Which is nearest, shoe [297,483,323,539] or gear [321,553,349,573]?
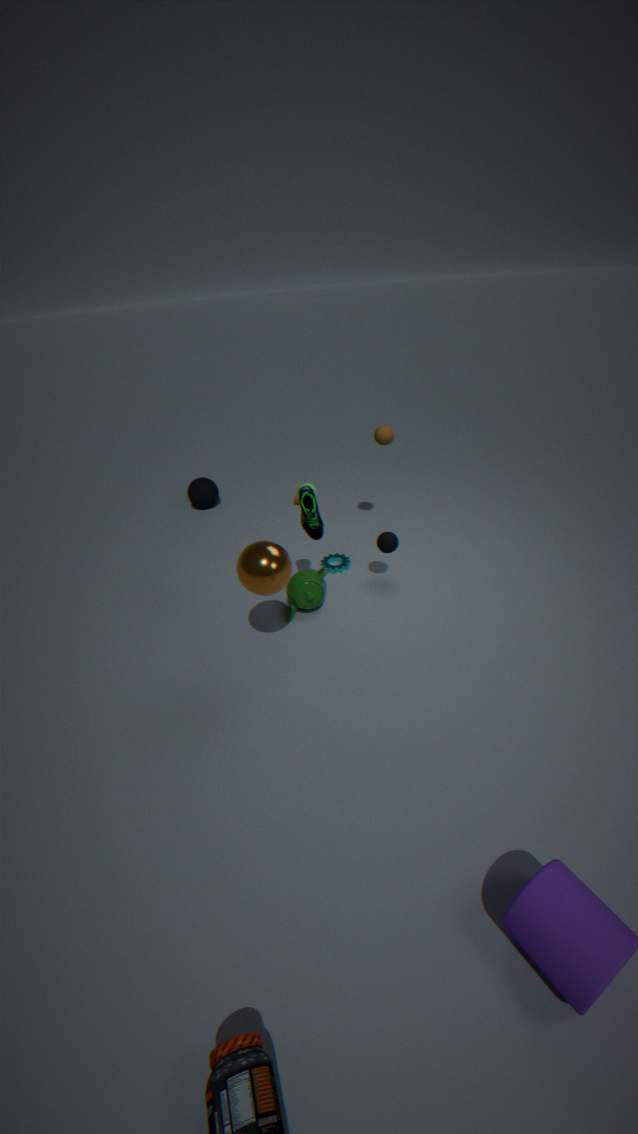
shoe [297,483,323,539]
